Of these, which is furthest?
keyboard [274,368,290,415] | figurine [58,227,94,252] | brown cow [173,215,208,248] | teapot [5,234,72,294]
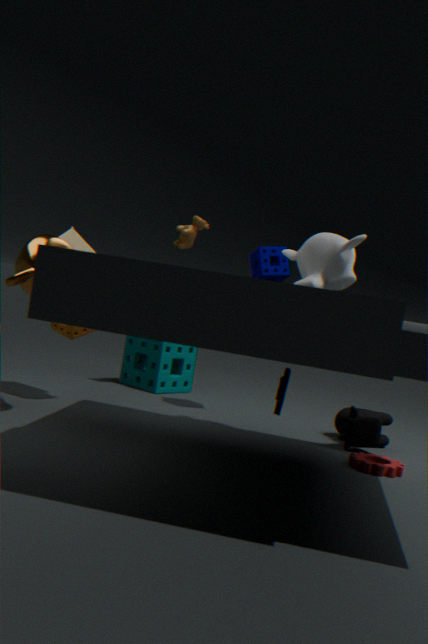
brown cow [173,215,208,248]
